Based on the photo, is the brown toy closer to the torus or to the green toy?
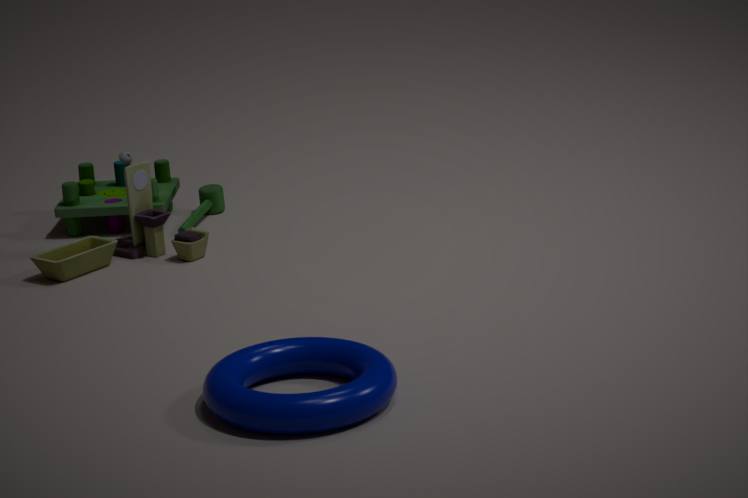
the green toy
